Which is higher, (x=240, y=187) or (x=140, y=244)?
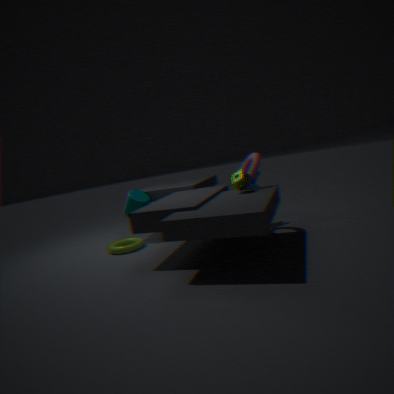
(x=240, y=187)
